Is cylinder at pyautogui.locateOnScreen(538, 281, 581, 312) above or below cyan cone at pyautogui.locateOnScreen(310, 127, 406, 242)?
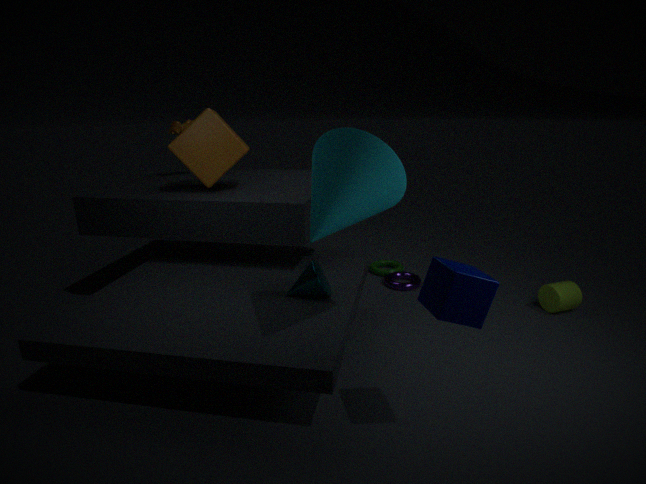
below
